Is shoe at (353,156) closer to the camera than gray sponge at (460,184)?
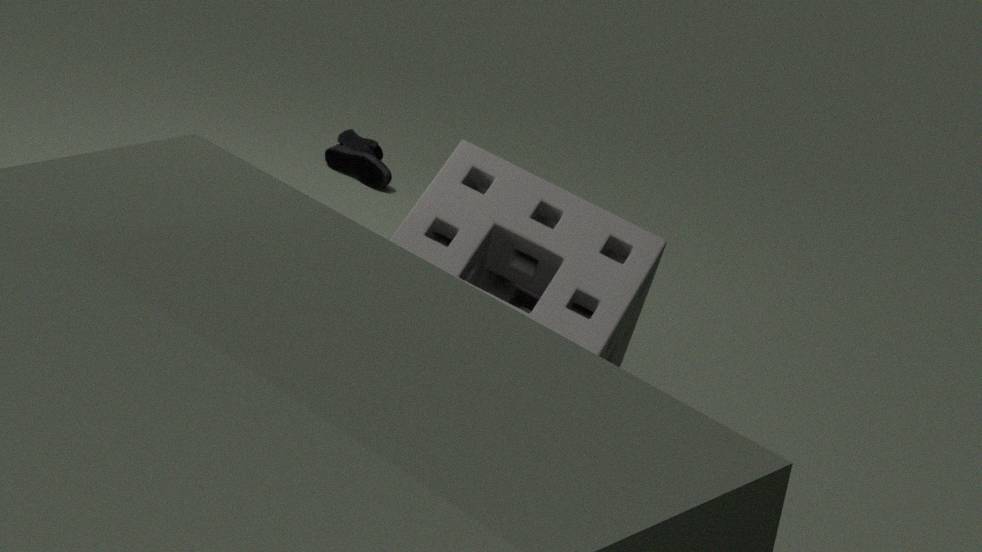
No
